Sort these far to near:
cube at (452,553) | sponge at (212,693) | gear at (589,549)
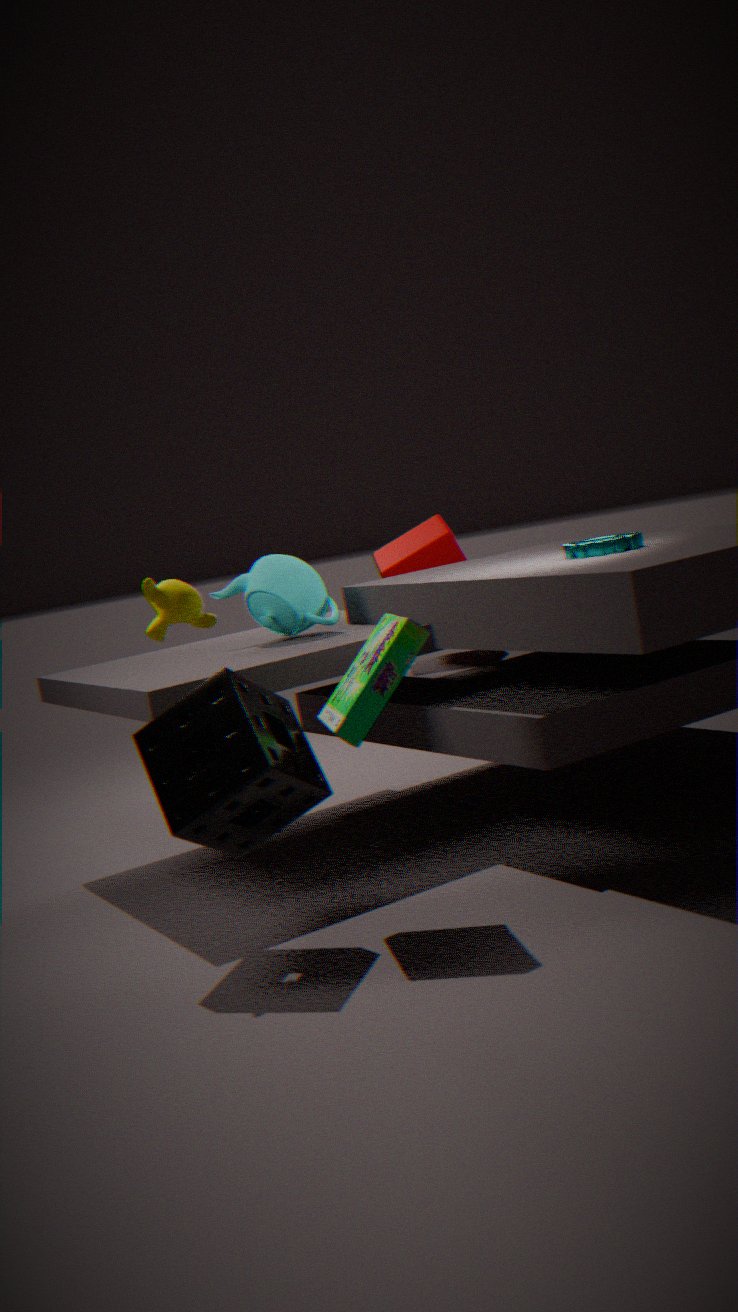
cube at (452,553) → gear at (589,549) → sponge at (212,693)
